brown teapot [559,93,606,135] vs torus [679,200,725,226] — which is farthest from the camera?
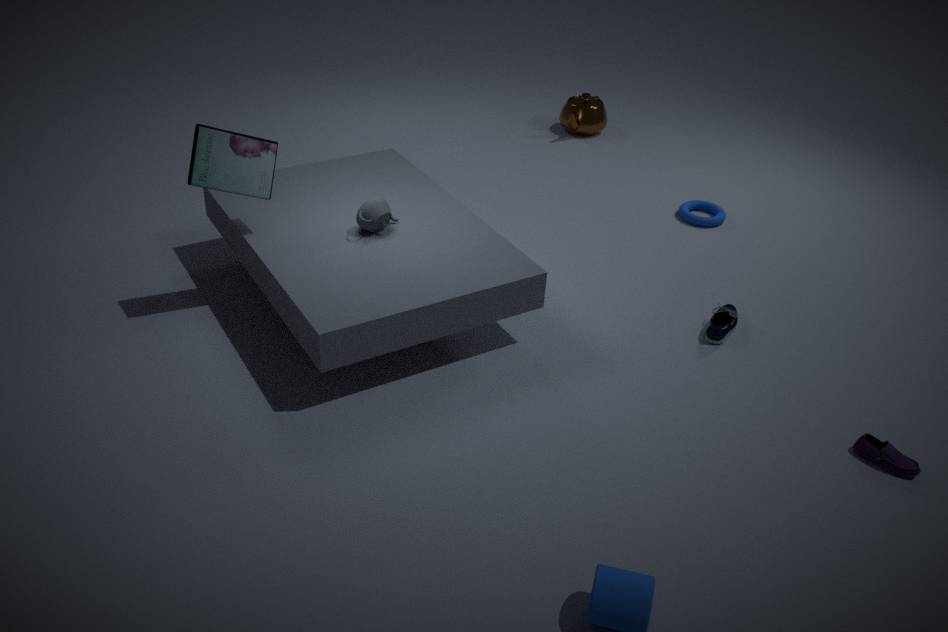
brown teapot [559,93,606,135]
